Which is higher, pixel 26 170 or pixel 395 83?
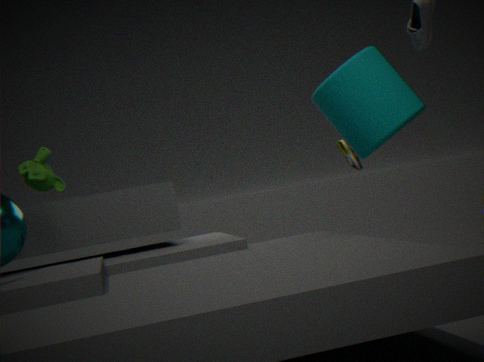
pixel 395 83
